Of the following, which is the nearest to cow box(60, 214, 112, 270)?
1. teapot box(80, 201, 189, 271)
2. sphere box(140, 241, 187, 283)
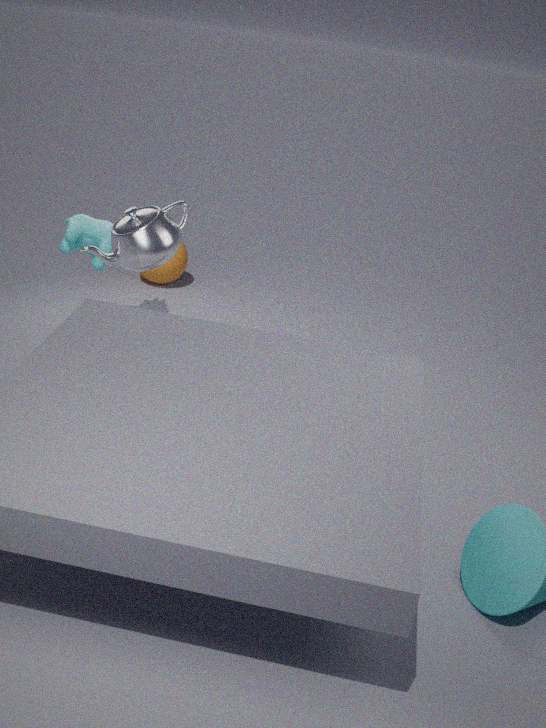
sphere box(140, 241, 187, 283)
